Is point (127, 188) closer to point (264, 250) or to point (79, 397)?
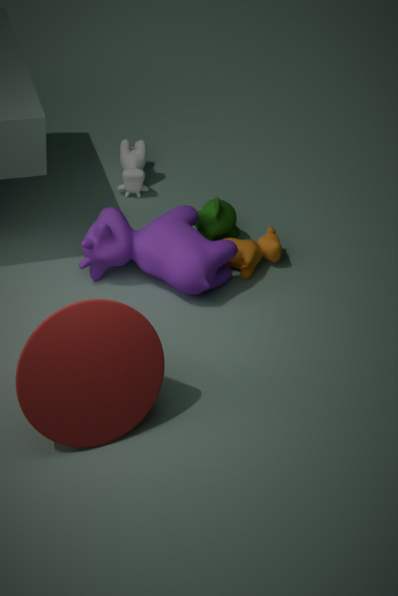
point (264, 250)
